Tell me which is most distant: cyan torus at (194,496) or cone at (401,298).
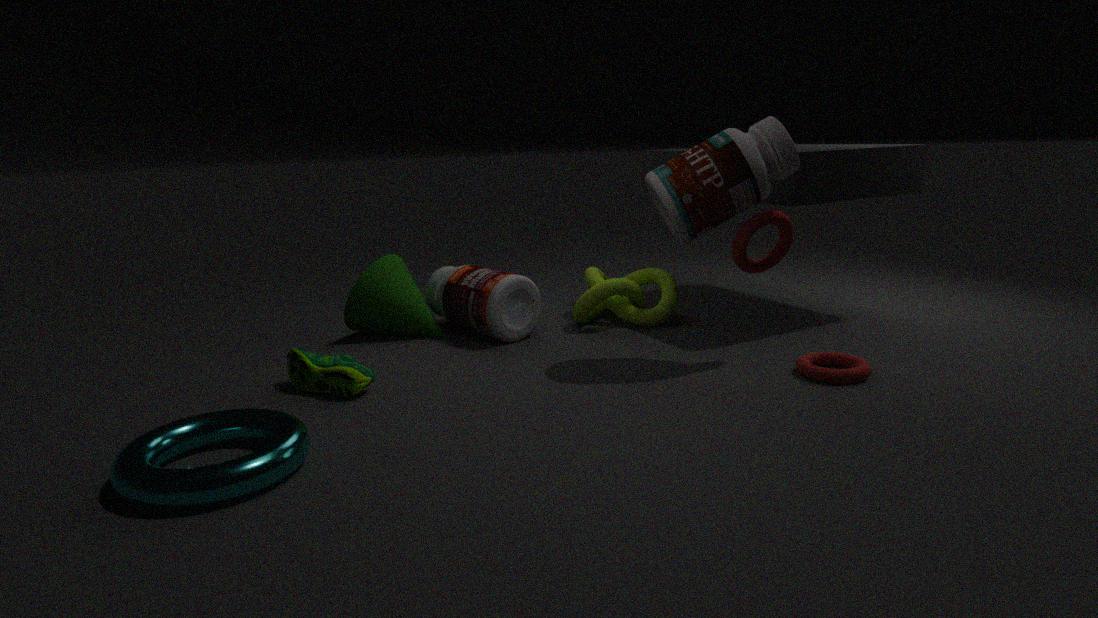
cone at (401,298)
